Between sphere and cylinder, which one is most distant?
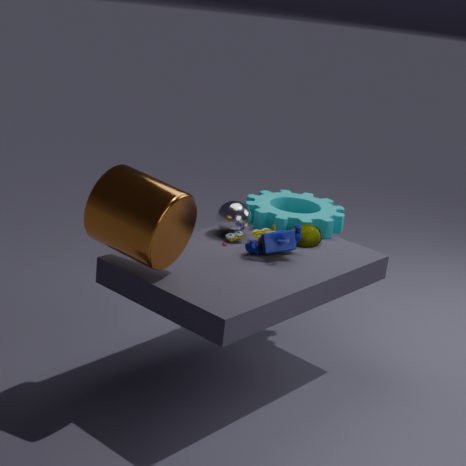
sphere
